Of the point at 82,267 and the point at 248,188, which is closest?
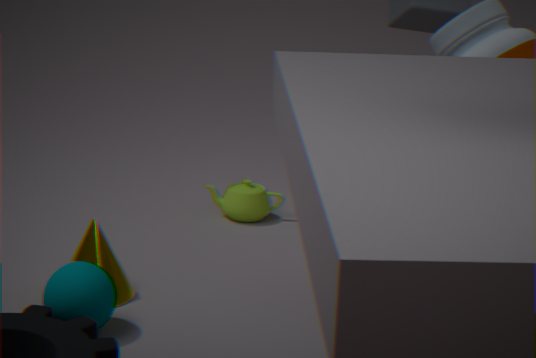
the point at 82,267
